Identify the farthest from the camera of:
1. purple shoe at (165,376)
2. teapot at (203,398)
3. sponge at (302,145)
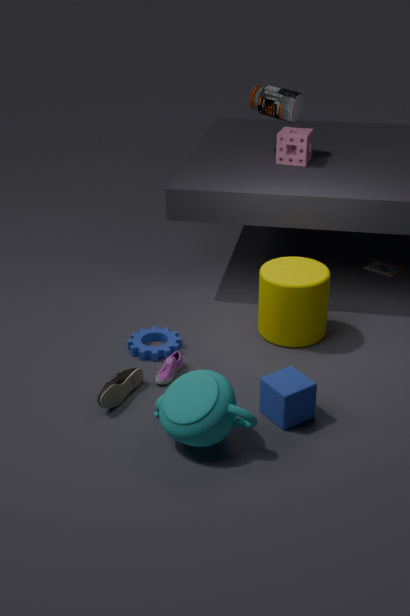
sponge at (302,145)
